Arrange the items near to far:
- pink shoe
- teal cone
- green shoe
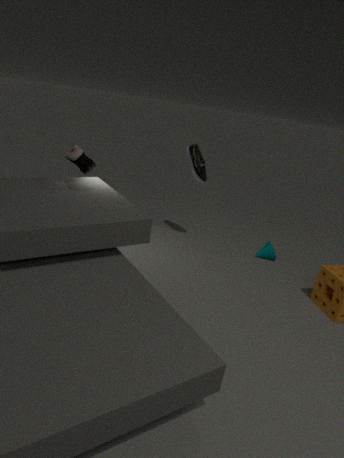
pink shoe < green shoe < teal cone
